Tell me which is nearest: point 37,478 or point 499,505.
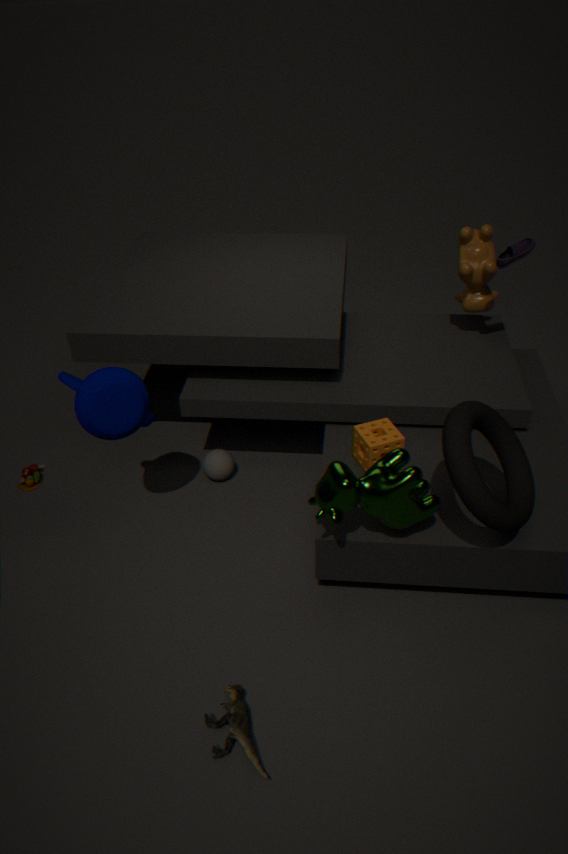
point 499,505
